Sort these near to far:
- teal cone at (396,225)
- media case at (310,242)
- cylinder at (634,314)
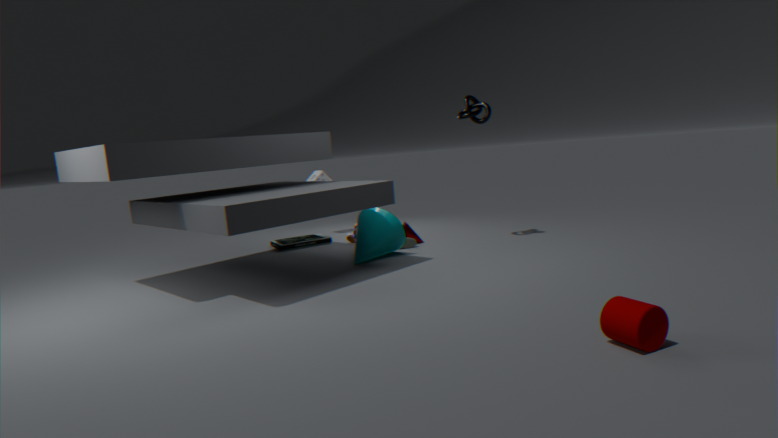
cylinder at (634,314) → teal cone at (396,225) → media case at (310,242)
